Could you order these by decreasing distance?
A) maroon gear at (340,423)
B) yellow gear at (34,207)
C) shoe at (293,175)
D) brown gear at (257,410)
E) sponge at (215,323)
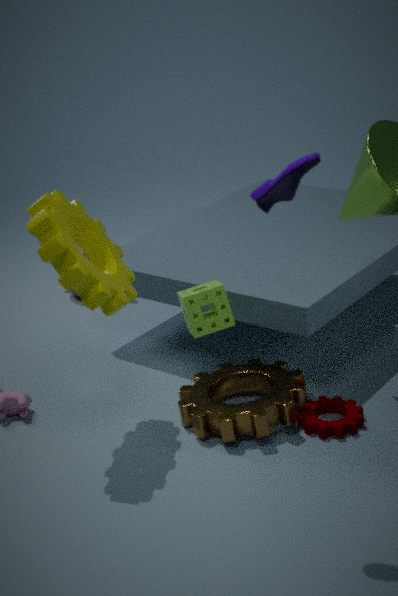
E. sponge at (215,323)
A. maroon gear at (340,423)
D. brown gear at (257,410)
B. yellow gear at (34,207)
C. shoe at (293,175)
